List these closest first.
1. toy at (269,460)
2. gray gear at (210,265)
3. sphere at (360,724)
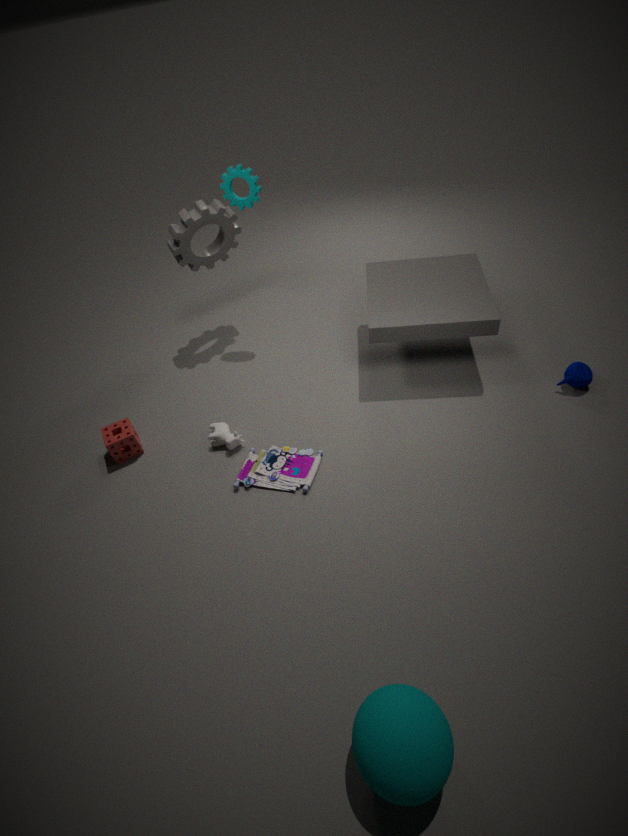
sphere at (360,724) → toy at (269,460) → gray gear at (210,265)
